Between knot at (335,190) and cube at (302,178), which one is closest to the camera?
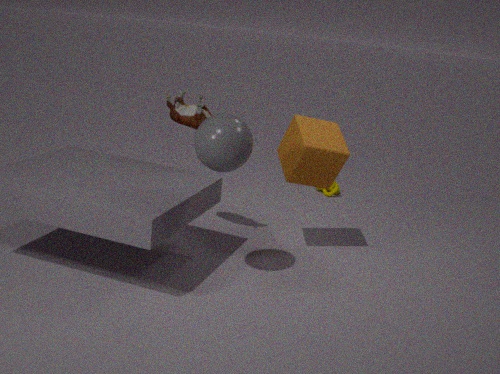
cube at (302,178)
